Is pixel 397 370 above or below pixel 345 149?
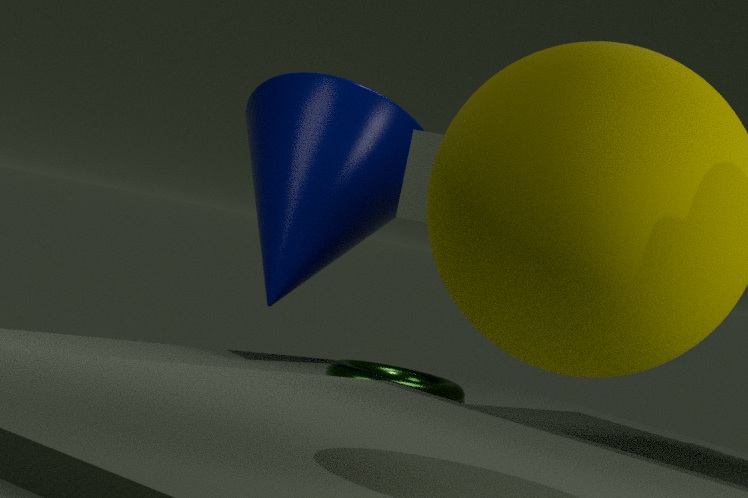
below
